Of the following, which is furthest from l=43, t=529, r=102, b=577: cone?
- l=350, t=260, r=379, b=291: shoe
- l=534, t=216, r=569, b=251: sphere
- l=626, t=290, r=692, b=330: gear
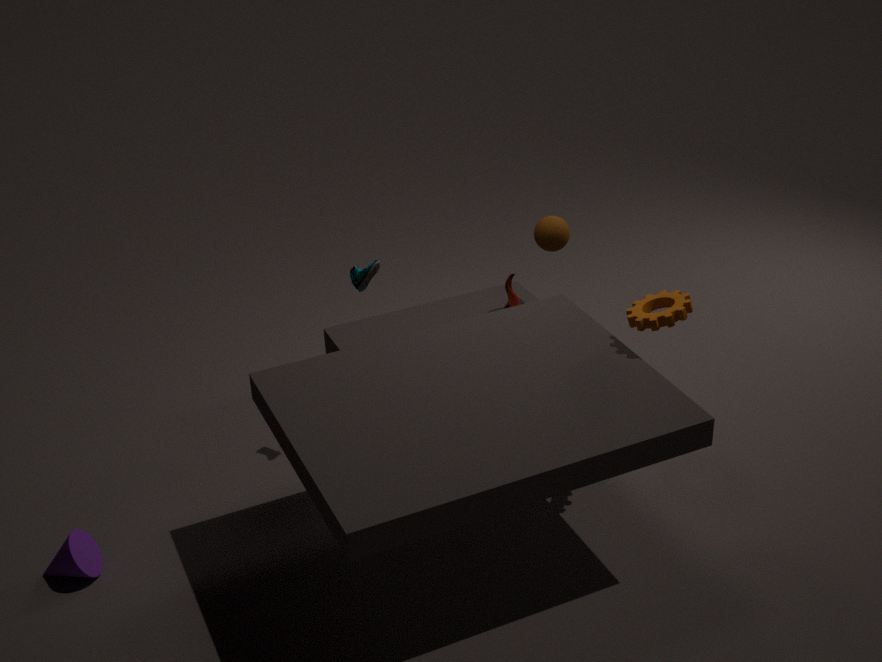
l=534, t=216, r=569, b=251: sphere
